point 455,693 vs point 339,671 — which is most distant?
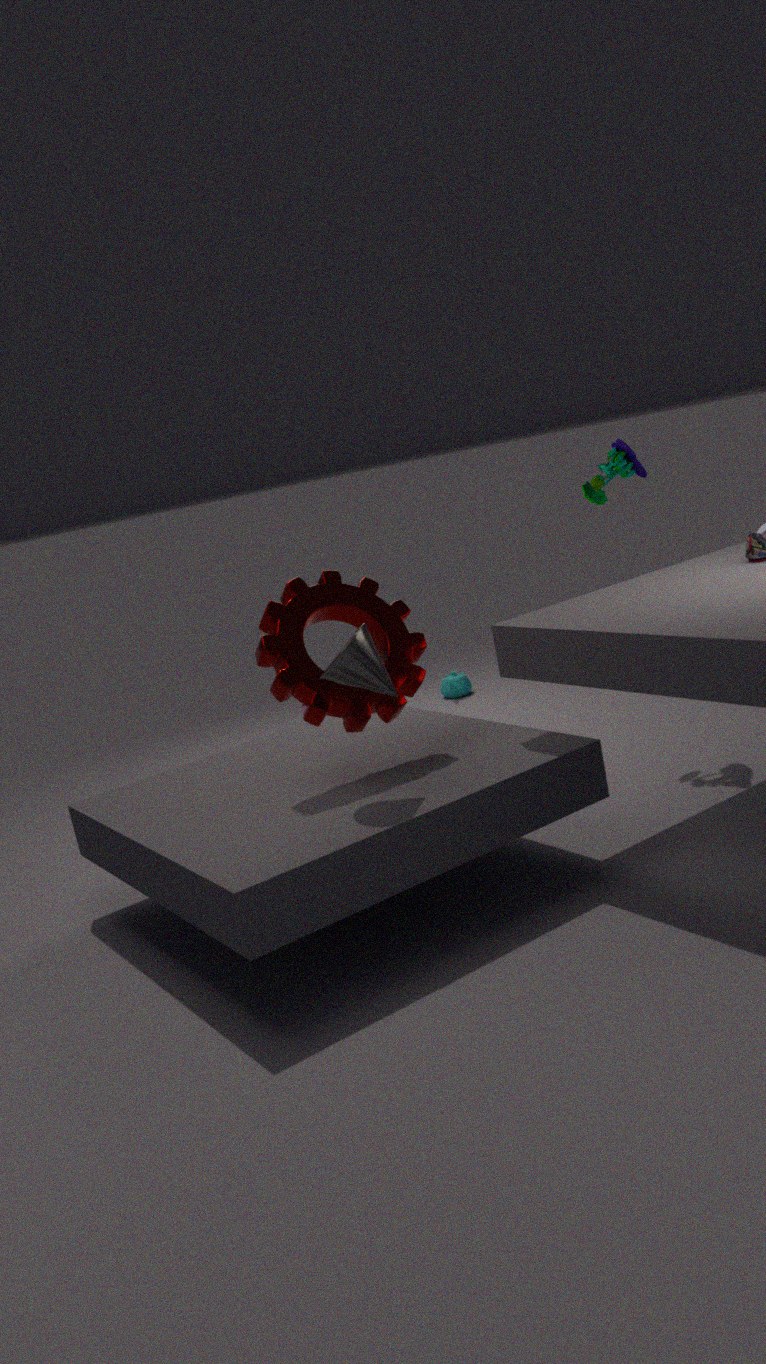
point 455,693
